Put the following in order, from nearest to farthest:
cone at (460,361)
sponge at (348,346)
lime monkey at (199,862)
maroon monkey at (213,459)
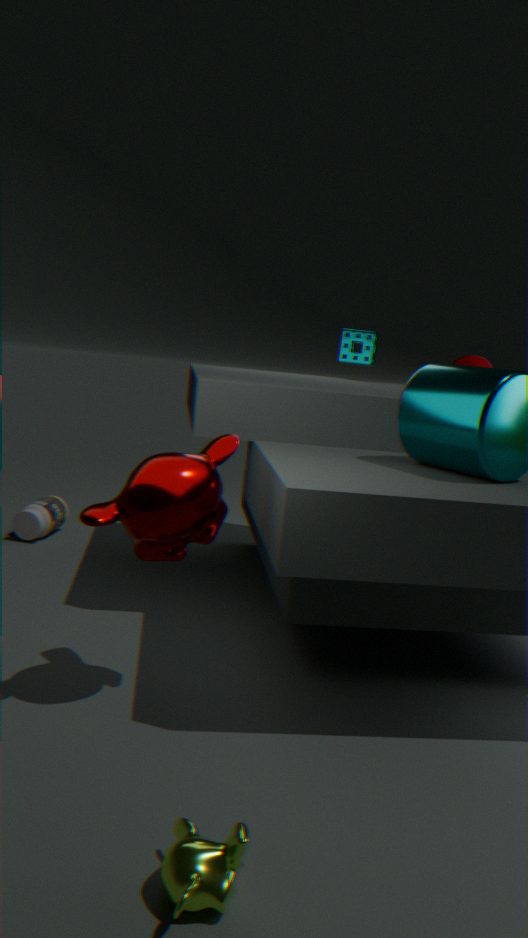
lime monkey at (199,862) → maroon monkey at (213,459) → cone at (460,361) → sponge at (348,346)
